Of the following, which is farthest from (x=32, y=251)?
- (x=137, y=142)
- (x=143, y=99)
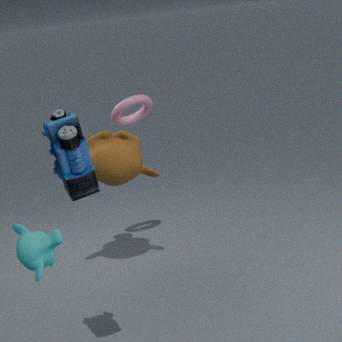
(x=143, y=99)
